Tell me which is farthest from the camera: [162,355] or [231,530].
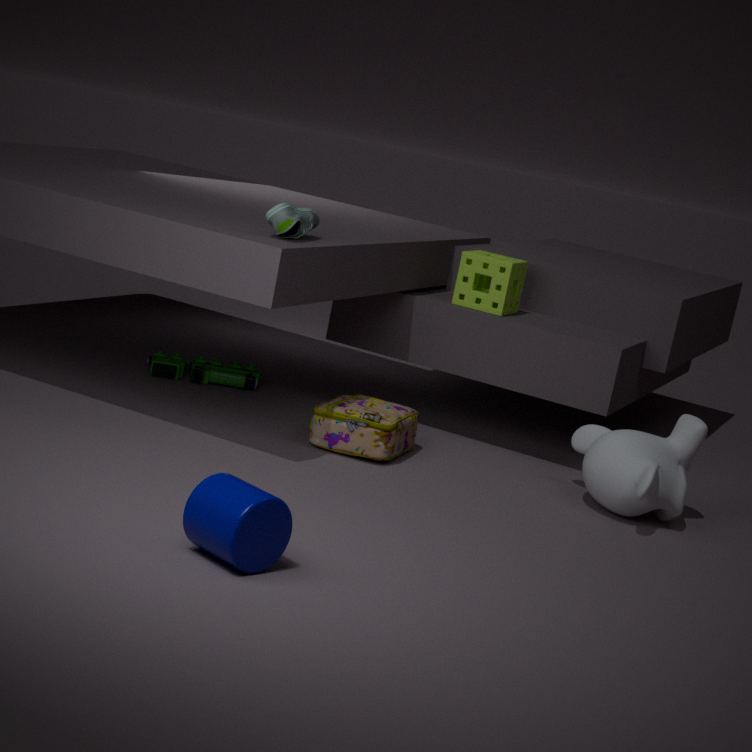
[162,355]
